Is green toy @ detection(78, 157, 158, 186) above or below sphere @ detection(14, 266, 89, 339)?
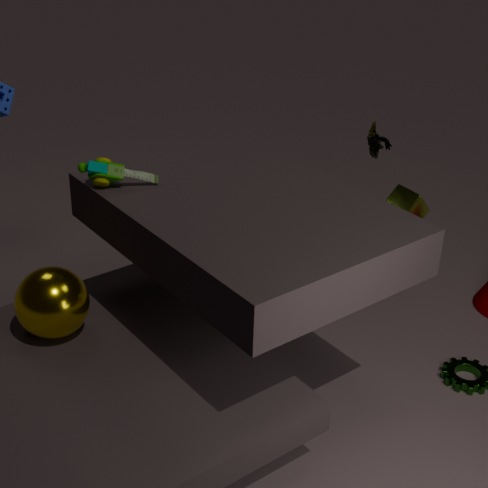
above
